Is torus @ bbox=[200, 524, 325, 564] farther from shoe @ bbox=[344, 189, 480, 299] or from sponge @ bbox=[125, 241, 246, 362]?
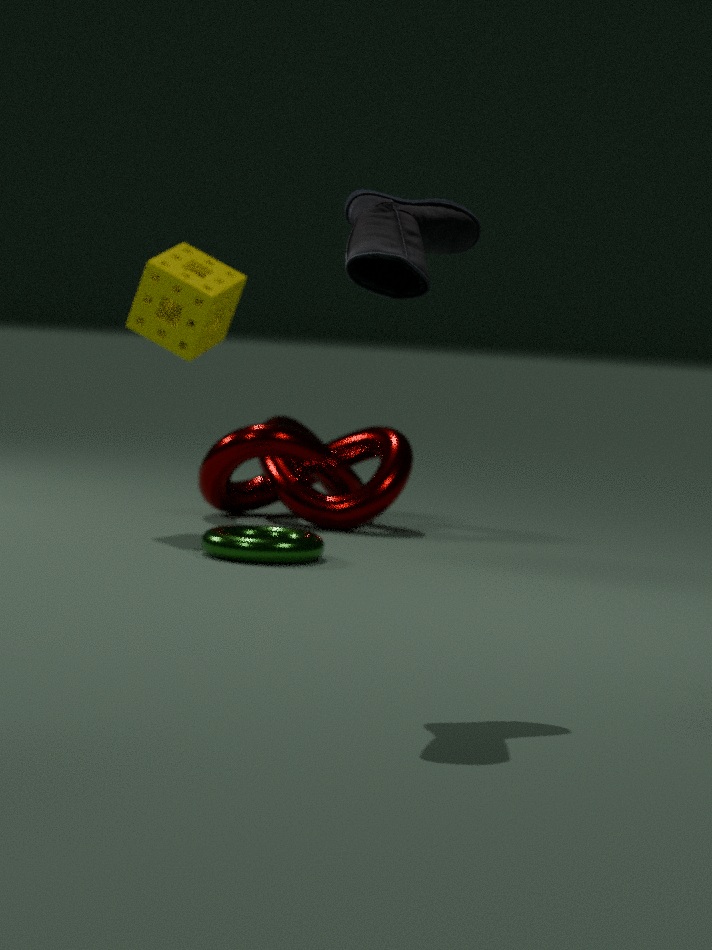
shoe @ bbox=[344, 189, 480, 299]
